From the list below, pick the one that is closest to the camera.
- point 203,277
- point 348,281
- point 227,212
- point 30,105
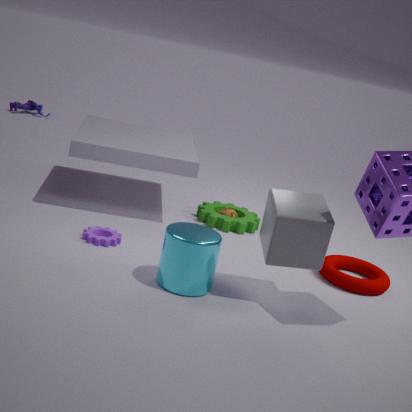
point 203,277
